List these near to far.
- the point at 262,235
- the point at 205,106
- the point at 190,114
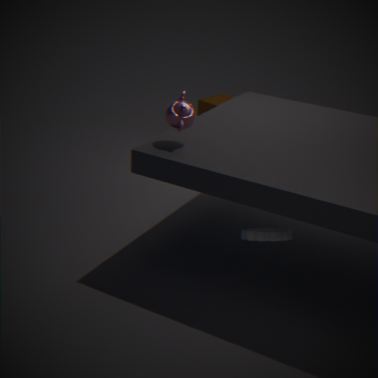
Answer: 1. the point at 262,235
2. the point at 190,114
3. the point at 205,106
